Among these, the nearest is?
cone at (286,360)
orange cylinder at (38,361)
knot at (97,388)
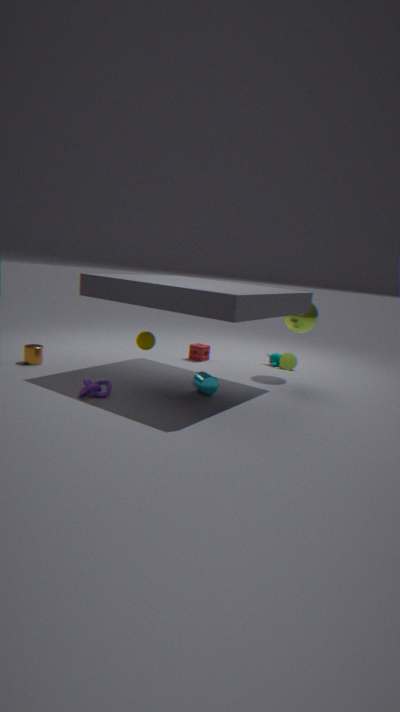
knot at (97,388)
